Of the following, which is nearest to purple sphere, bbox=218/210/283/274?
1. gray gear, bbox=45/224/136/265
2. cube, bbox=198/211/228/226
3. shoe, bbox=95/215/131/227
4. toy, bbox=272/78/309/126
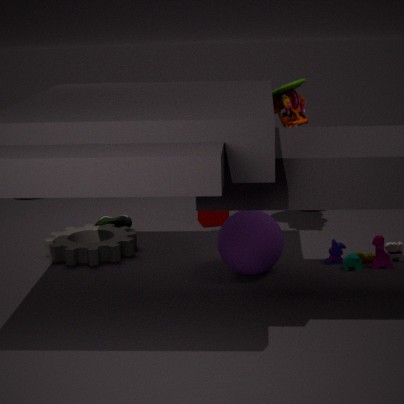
toy, bbox=272/78/309/126
